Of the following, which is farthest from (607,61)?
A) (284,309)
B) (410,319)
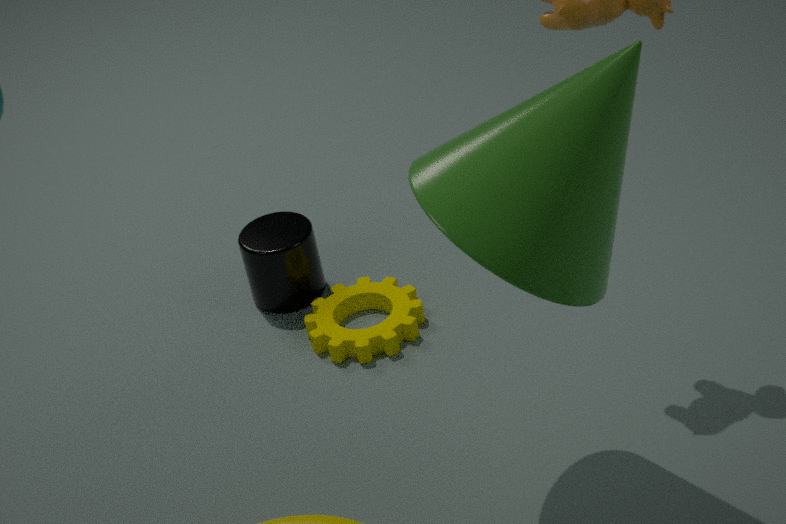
(284,309)
